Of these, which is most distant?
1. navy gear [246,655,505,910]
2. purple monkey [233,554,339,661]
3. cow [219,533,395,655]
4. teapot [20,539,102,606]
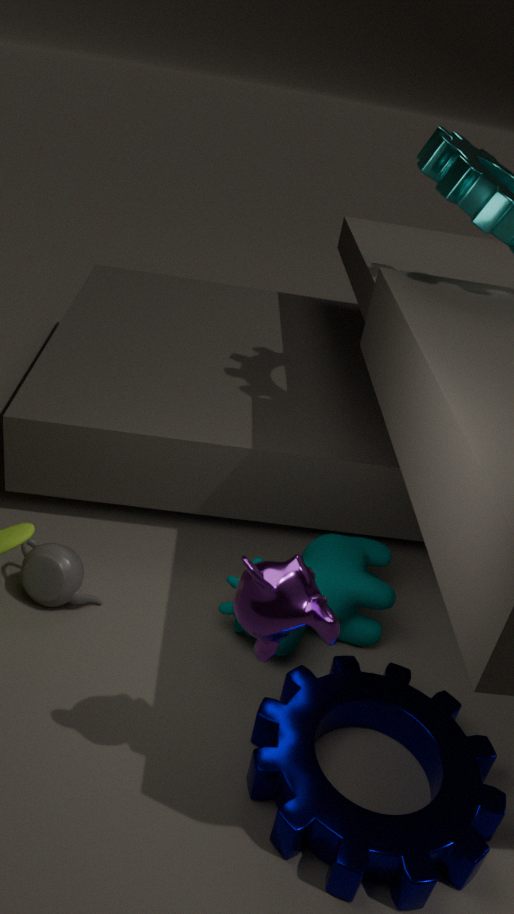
cow [219,533,395,655]
